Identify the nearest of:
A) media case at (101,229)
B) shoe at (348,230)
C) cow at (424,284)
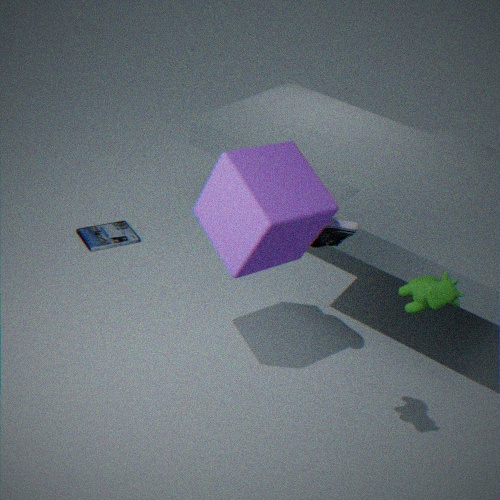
cow at (424,284)
